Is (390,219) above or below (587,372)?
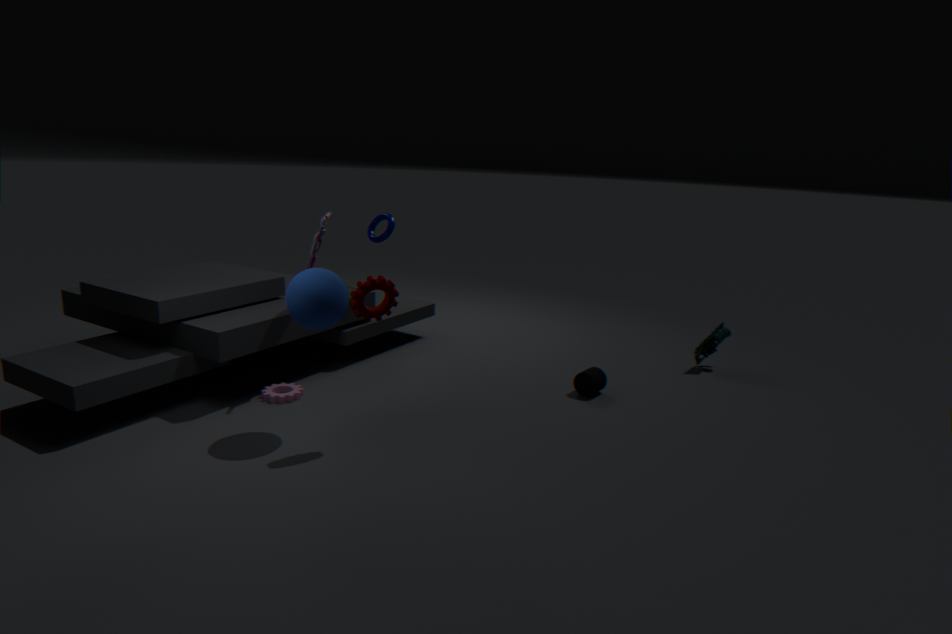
above
